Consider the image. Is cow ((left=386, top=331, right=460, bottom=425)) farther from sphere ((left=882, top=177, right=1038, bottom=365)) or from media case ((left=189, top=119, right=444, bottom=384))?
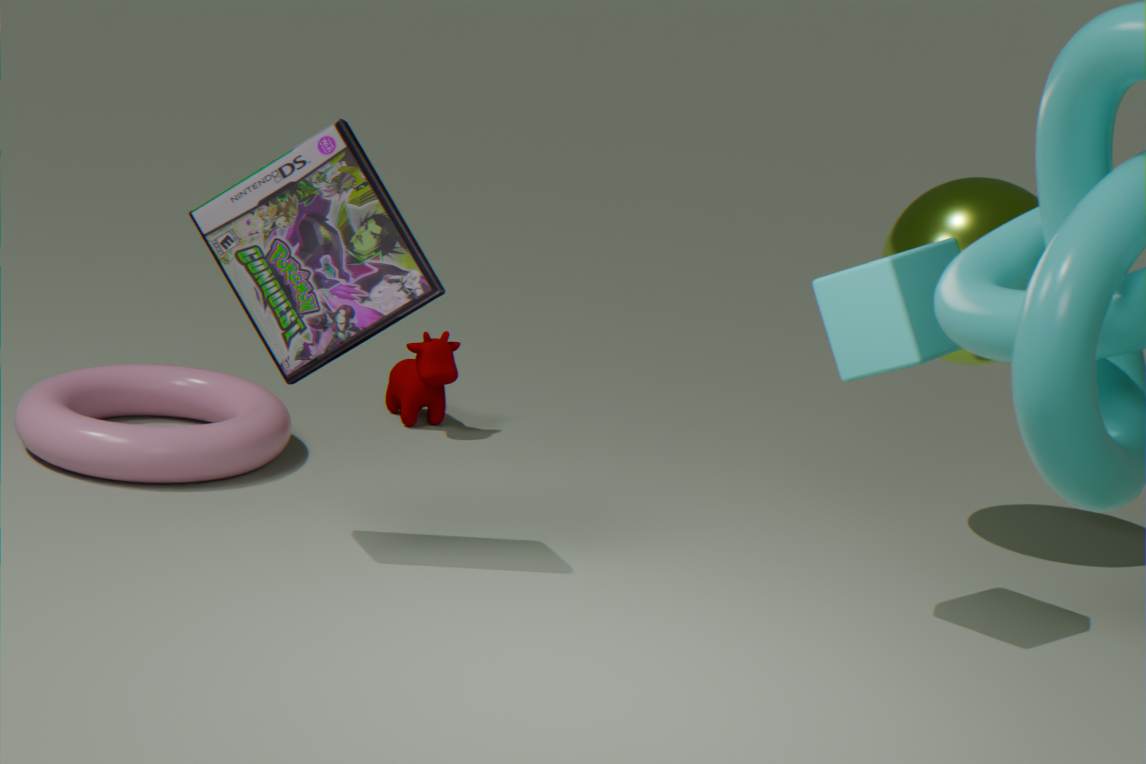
sphere ((left=882, top=177, right=1038, bottom=365))
